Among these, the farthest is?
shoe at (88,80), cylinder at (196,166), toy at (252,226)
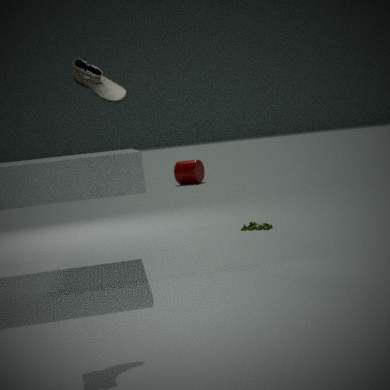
cylinder at (196,166)
